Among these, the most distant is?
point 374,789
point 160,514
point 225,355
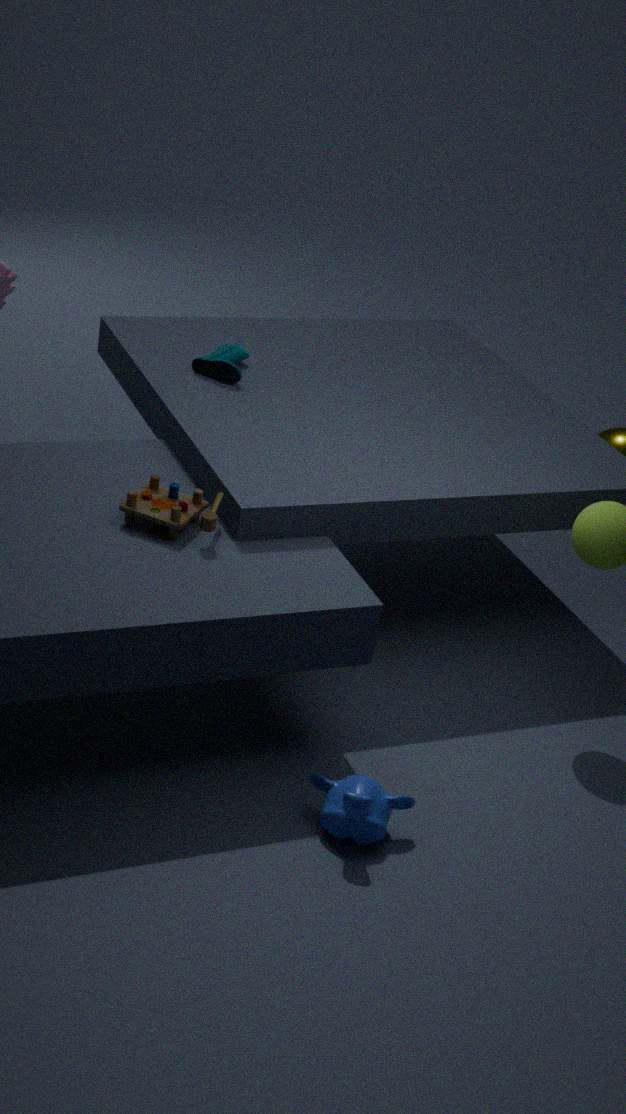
point 225,355
